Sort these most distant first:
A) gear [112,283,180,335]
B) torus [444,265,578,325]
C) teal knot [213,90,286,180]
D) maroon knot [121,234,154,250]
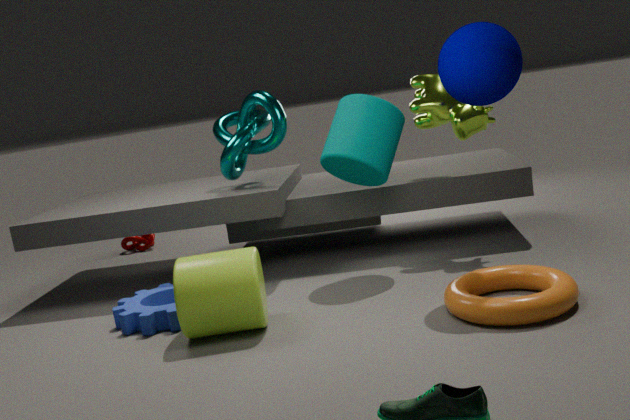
1. maroon knot [121,234,154,250]
2. teal knot [213,90,286,180]
3. gear [112,283,180,335]
4. torus [444,265,578,325]
